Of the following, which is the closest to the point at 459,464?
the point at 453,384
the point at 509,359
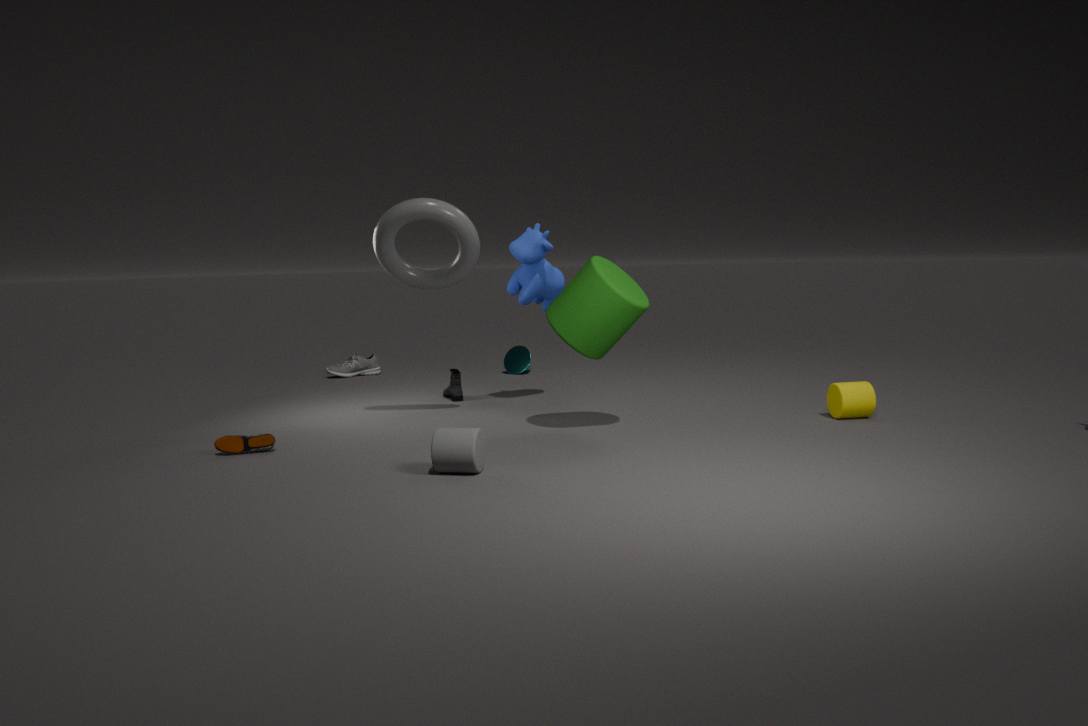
the point at 453,384
